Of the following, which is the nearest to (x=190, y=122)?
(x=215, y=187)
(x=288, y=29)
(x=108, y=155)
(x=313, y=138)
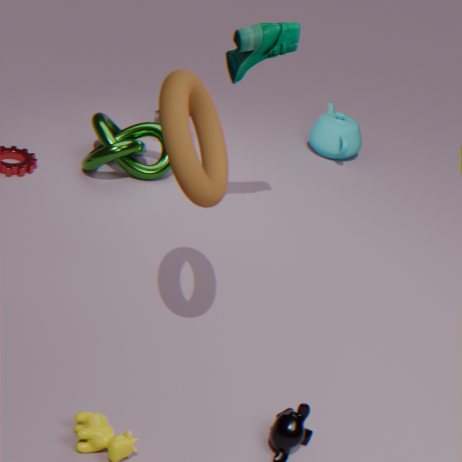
(x=108, y=155)
